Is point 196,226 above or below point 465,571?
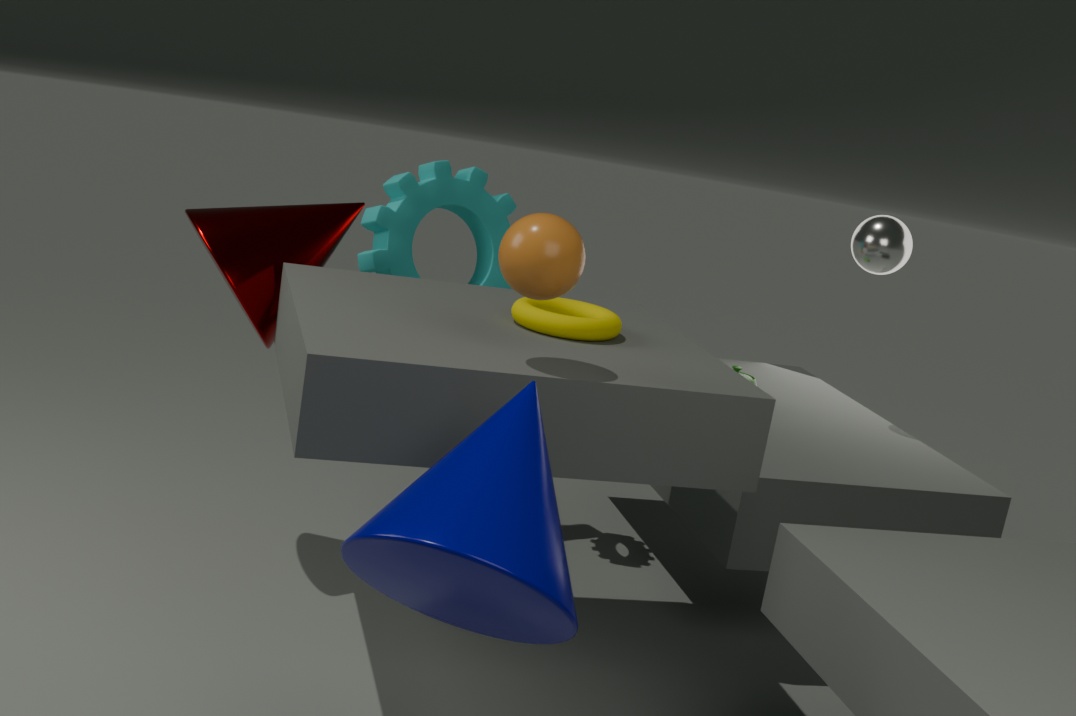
above
